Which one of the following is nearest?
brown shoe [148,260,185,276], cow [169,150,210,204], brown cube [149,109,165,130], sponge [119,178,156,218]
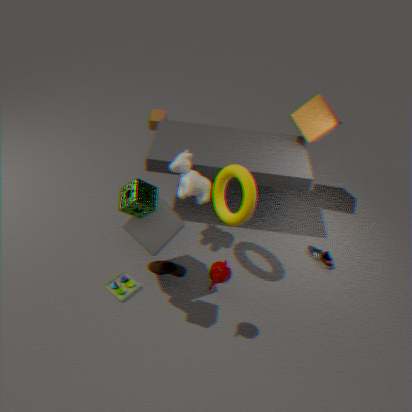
sponge [119,178,156,218]
